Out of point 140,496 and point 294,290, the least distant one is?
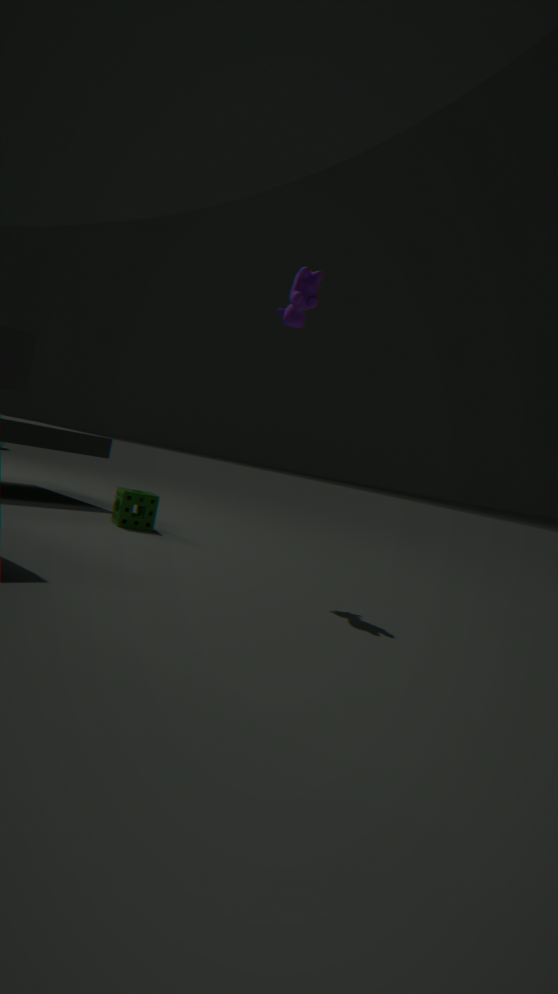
point 294,290
